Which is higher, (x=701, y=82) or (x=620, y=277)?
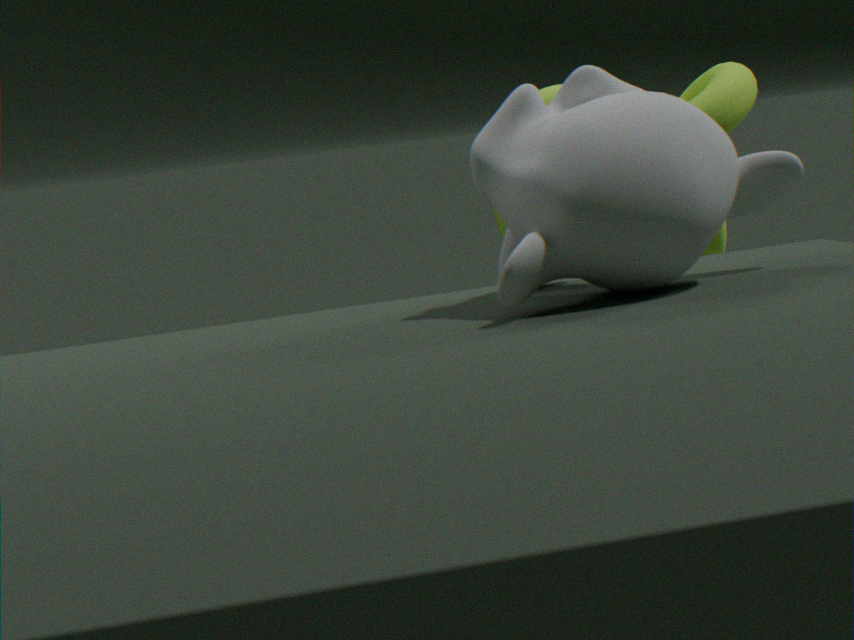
(x=620, y=277)
